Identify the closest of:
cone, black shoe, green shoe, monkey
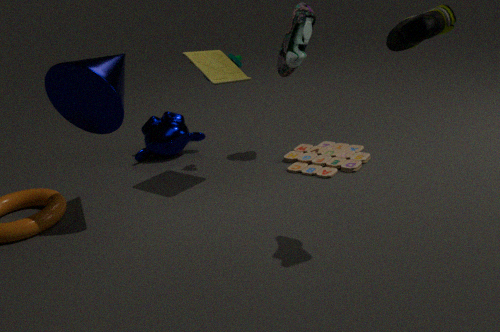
green shoe
